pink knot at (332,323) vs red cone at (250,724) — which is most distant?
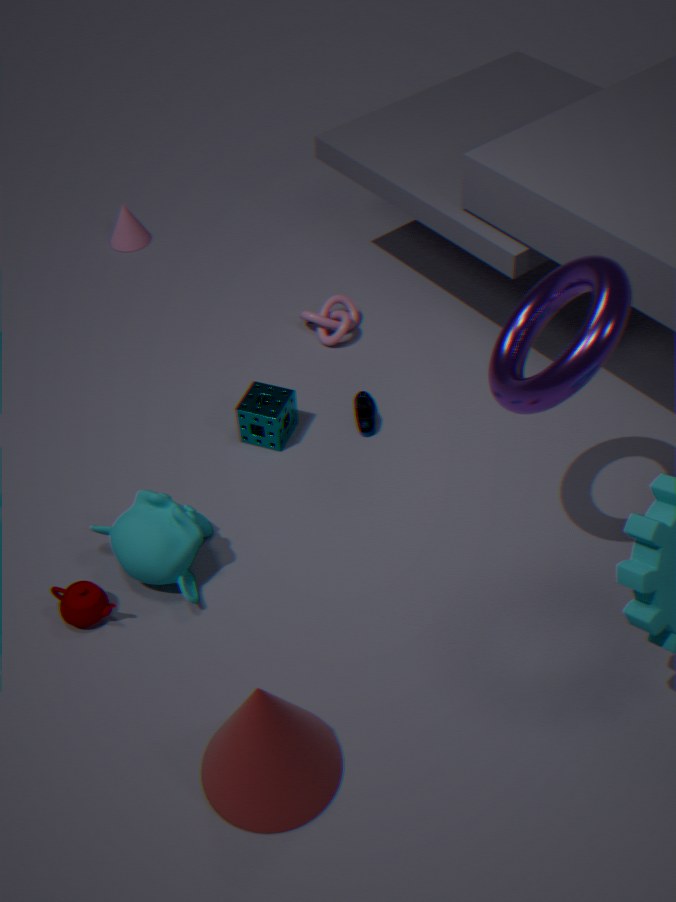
pink knot at (332,323)
